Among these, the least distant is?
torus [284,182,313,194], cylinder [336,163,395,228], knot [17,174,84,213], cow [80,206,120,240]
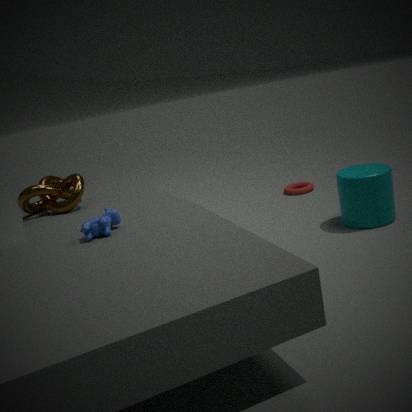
cow [80,206,120,240]
